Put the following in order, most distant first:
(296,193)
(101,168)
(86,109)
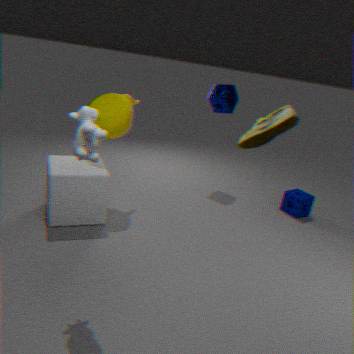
1. (296,193)
2. (101,168)
3. (86,109)
